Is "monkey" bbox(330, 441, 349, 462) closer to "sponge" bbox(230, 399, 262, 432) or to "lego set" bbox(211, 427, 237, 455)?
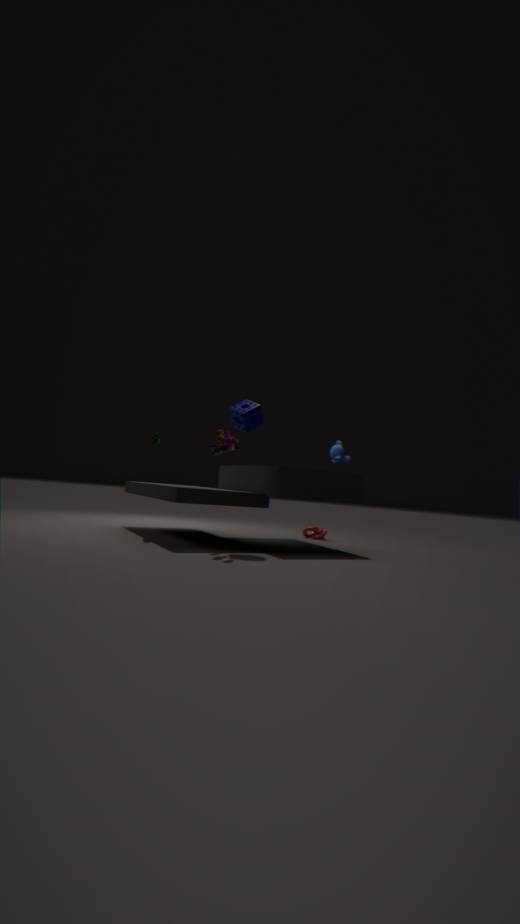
"sponge" bbox(230, 399, 262, 432)
